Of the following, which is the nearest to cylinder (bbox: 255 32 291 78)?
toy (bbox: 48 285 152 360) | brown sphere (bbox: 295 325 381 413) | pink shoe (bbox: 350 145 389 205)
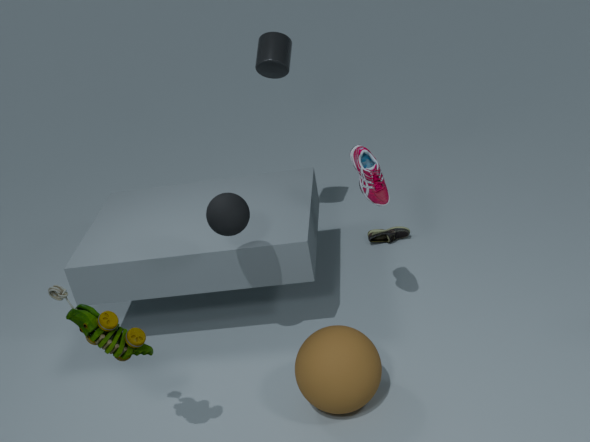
pink shoe (bbox: 350 145 389 205)
